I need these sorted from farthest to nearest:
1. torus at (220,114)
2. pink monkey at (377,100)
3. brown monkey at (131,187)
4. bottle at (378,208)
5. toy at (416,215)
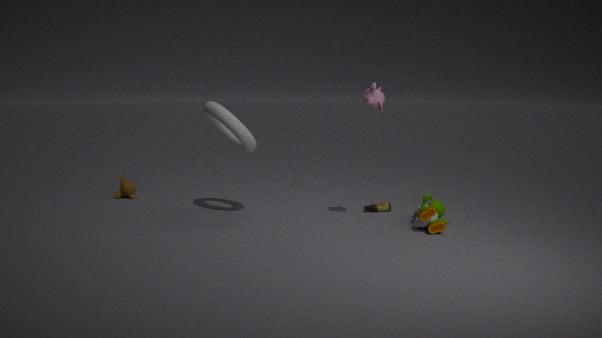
brown monkey at (131,187) < bottle at (378,208) < torus at (220,114) < toy at (416,215) < pink monkey at (377,100)
